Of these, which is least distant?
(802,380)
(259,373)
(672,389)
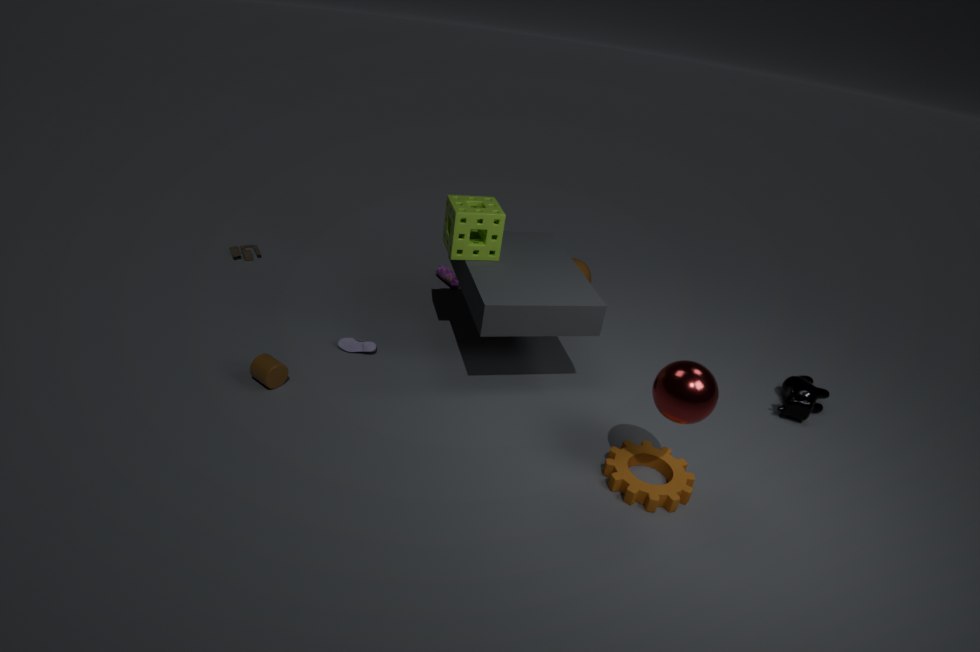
(672,389)
